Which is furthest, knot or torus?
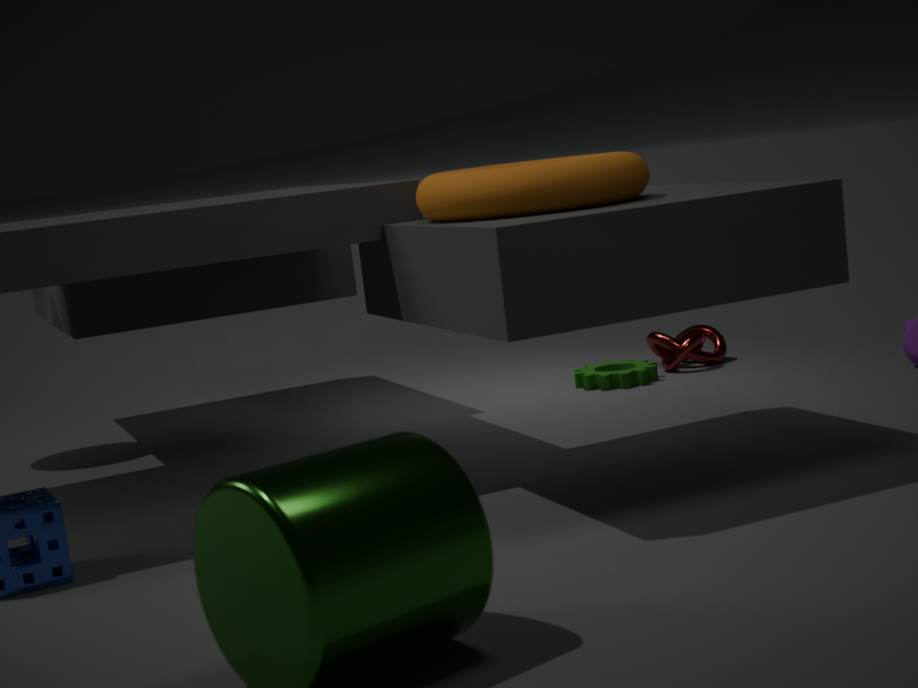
knot
